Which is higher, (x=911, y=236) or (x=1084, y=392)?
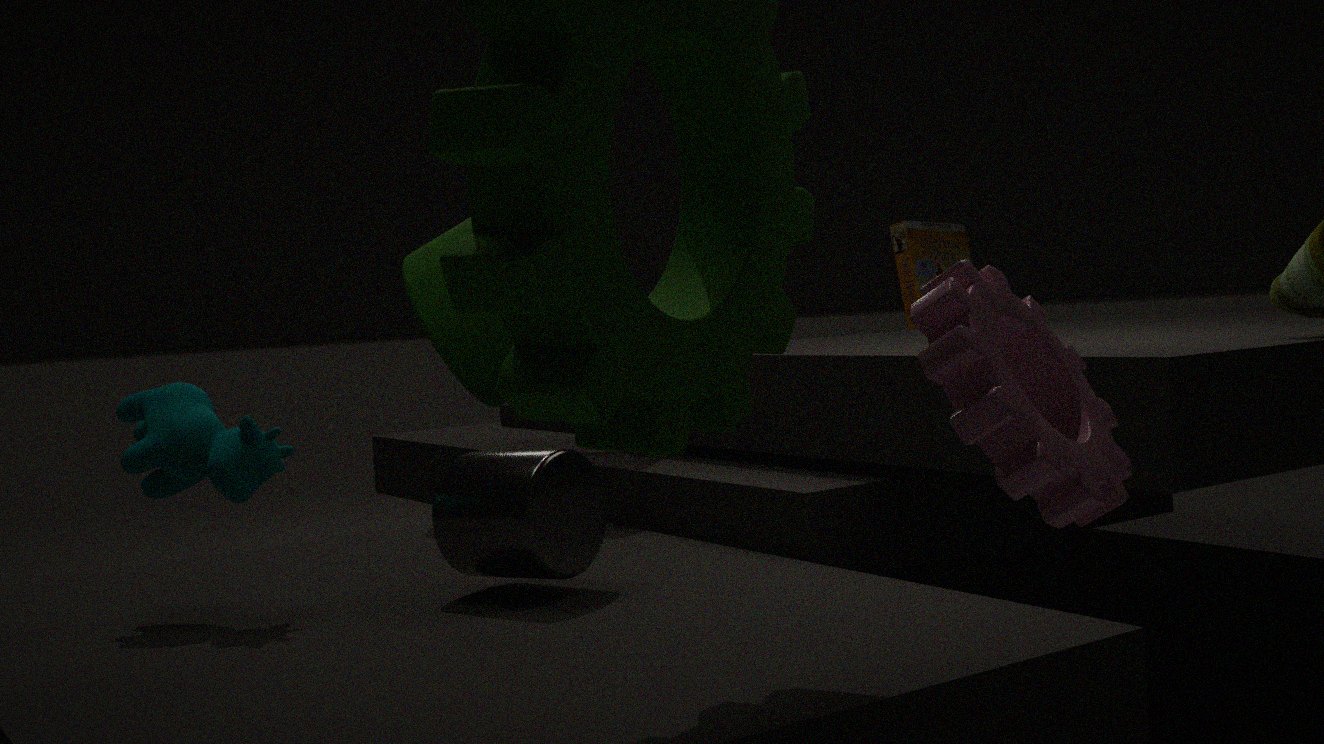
(x=911, y=236)
